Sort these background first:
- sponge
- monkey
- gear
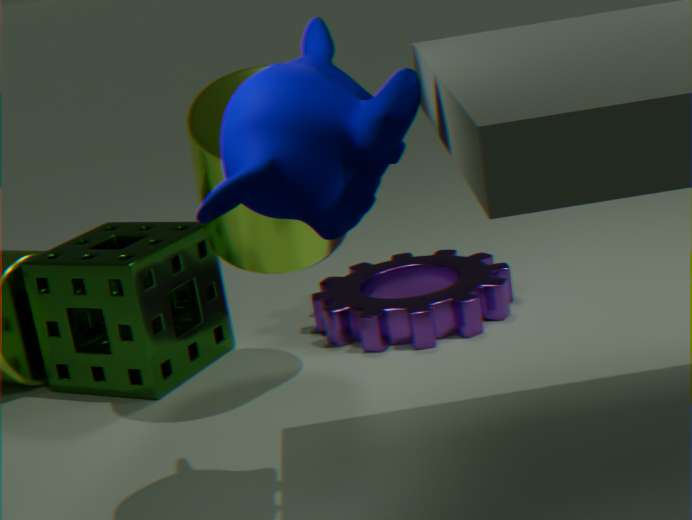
gear < sponge < monkey
